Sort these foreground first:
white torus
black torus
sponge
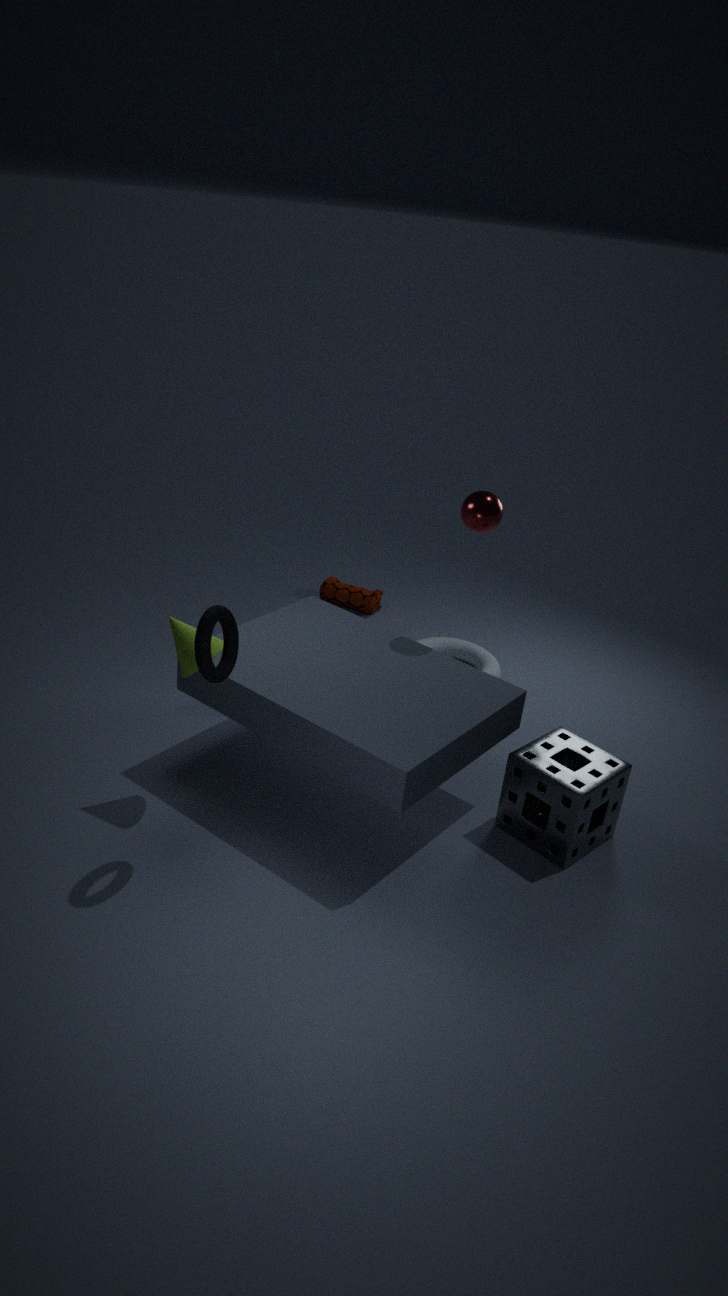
black torus, sponge, white torus
